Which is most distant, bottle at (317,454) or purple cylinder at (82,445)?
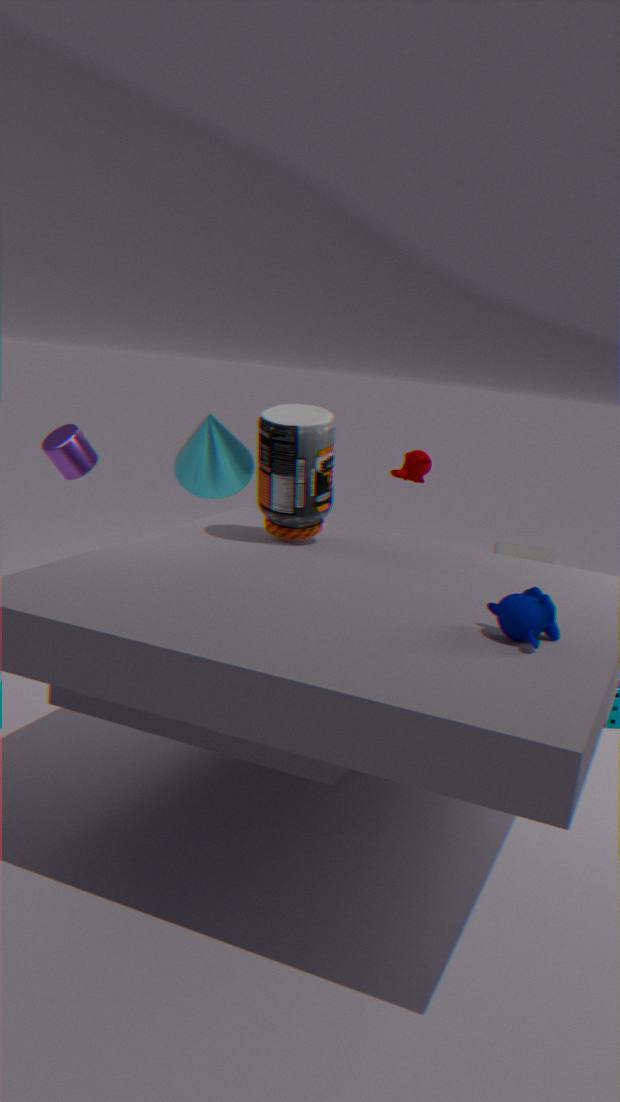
purple cylinder at (82,445)
